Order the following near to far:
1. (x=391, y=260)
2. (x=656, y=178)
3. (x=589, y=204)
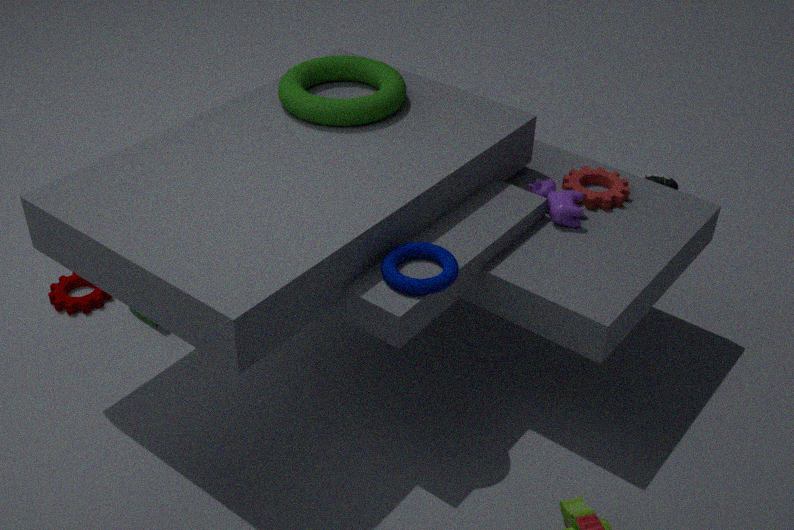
(x=391, y=260)
(x=589, y=204)
(x=656, y=178)
